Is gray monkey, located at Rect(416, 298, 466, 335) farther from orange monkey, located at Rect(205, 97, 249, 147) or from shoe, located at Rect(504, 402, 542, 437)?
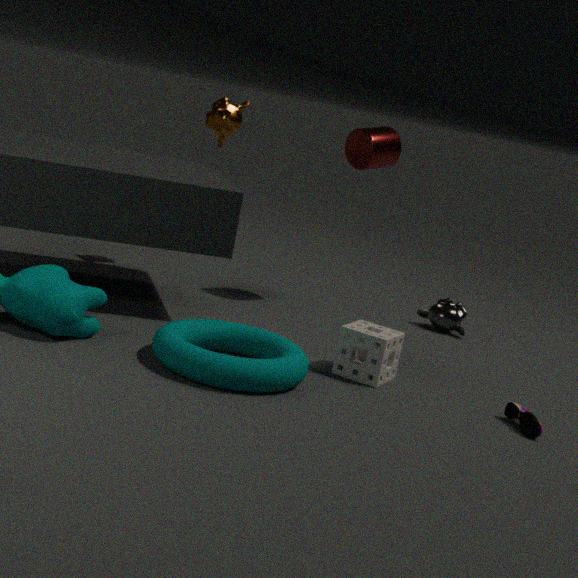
orange monkey, located at Rect(205, 97, 249, 147)
